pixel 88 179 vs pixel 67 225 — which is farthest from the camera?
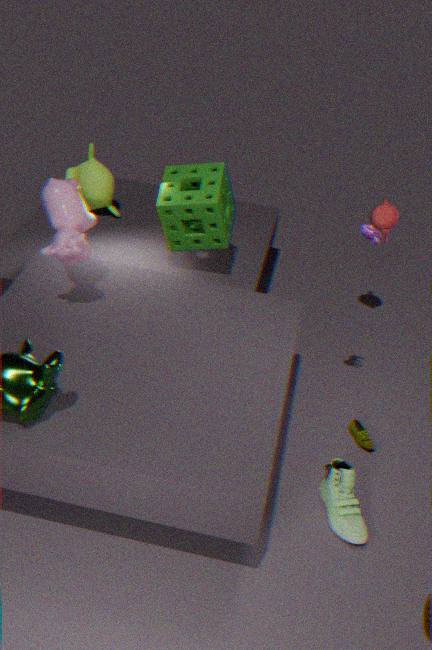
pixel 88 179
